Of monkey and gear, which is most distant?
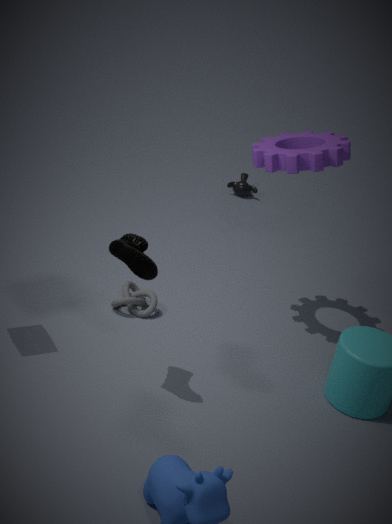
monkey
